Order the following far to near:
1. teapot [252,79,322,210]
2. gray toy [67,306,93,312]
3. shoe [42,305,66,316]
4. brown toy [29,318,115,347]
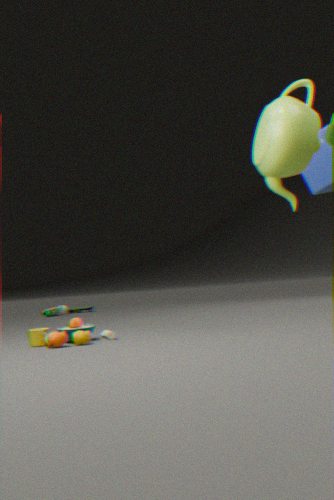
gray toy [67,306,93,312] → shoe [42,305,66,316] → teapot [252,79,322,210] → brown toy [29,318,115,347]
